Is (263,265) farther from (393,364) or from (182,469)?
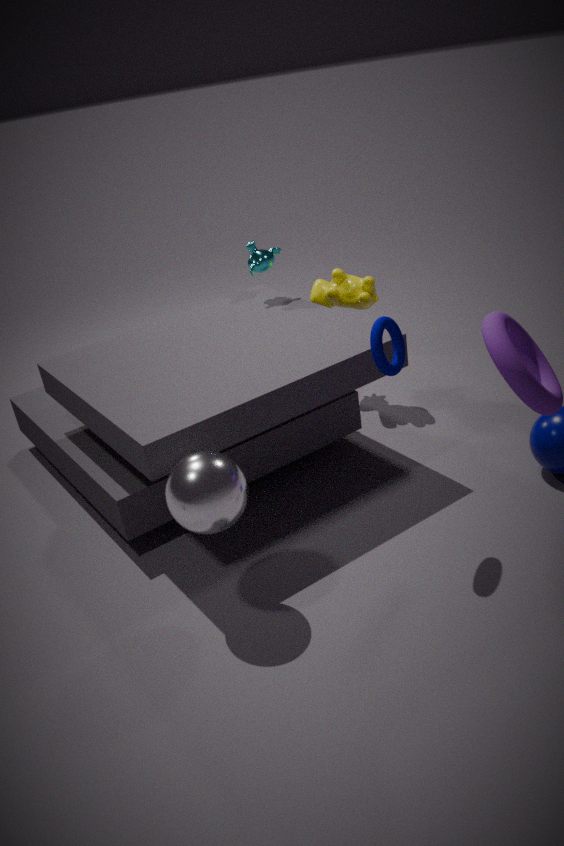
(182,469)
